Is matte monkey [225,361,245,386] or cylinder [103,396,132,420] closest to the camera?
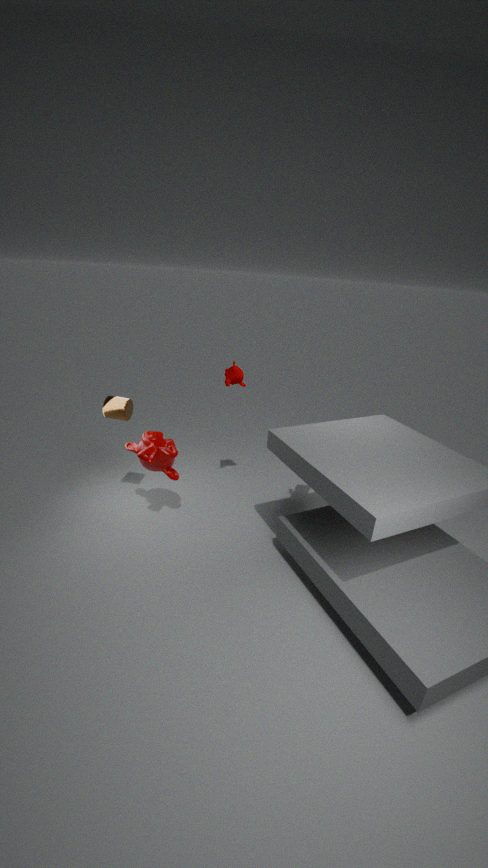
cylinder [103,396,132,420]
